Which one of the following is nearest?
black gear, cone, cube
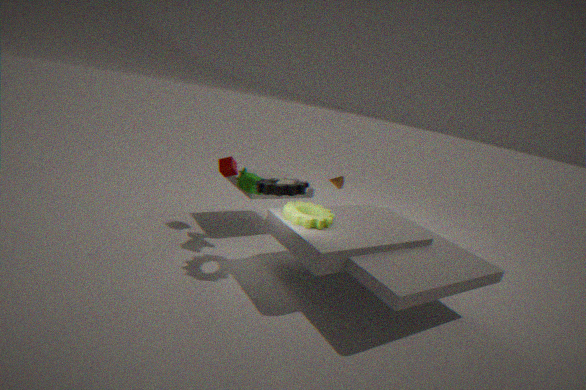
black gear
